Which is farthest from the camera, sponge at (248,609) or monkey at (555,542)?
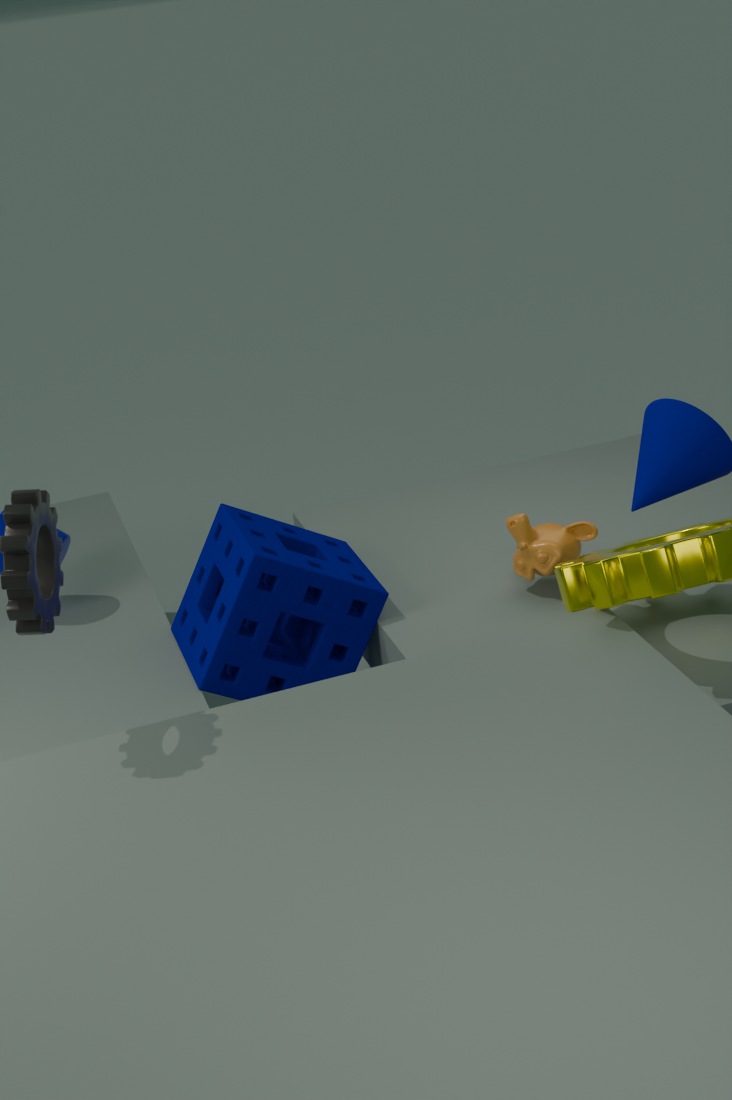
monkey at (555,542)
